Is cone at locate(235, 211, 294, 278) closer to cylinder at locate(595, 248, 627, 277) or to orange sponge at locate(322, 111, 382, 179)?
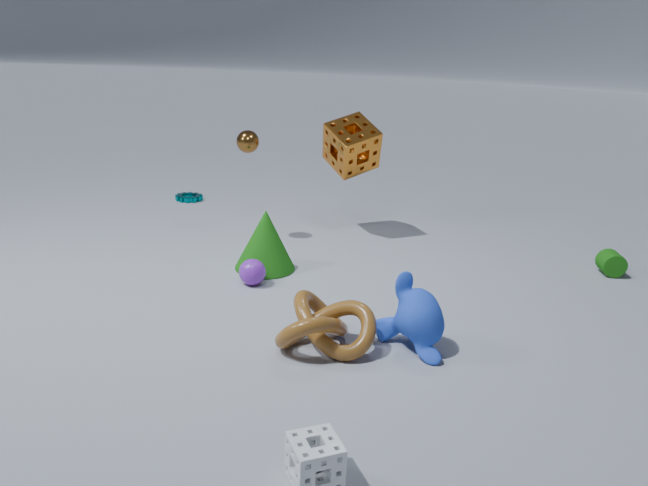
orange sponge at locate(322, 111, 382, 179)
